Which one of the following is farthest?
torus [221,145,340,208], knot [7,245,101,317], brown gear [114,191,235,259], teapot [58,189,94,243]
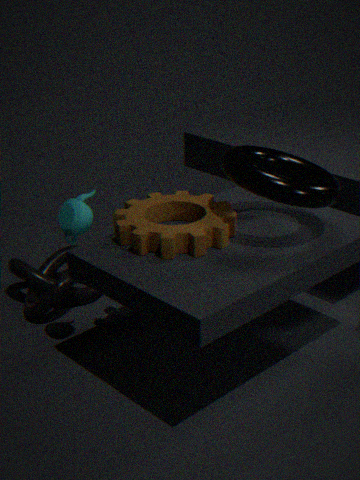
knot [7,245,101,317]
